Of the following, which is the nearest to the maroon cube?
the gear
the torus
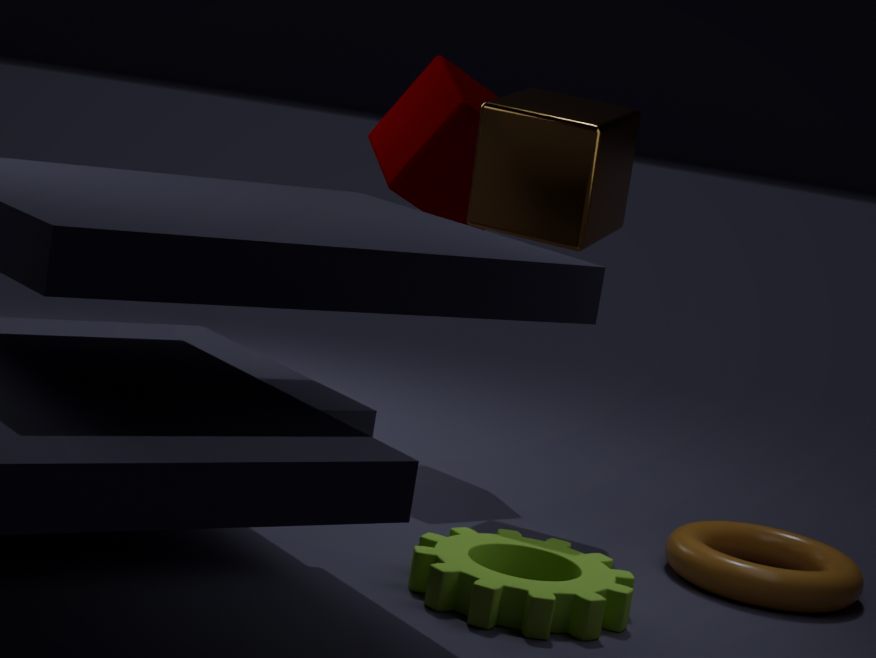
the torus
